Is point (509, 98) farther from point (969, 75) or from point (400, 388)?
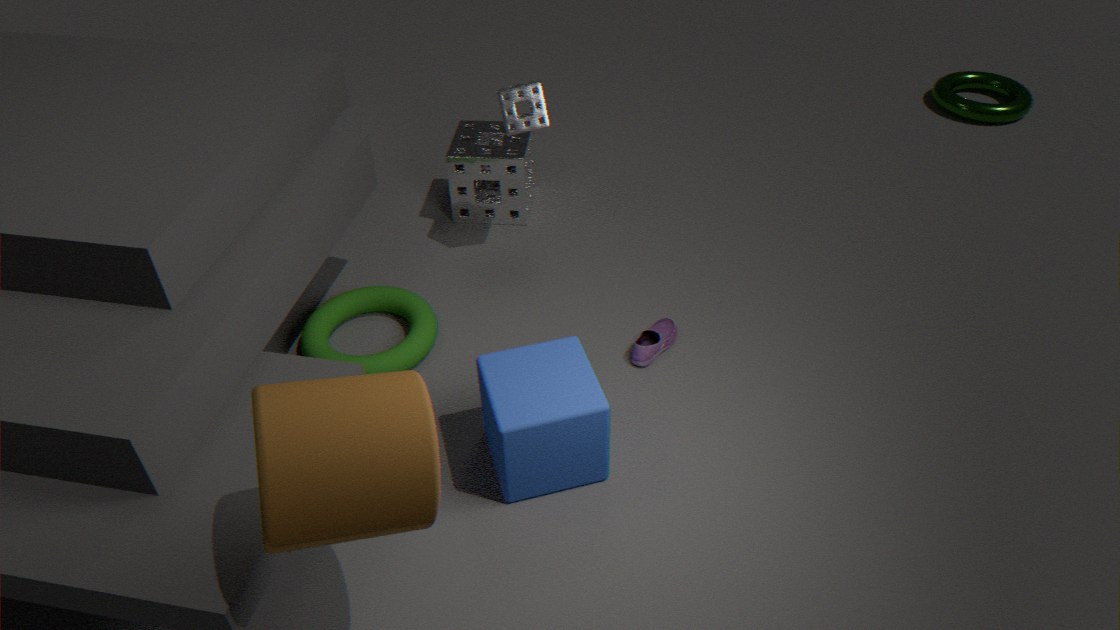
point (969, 75)
